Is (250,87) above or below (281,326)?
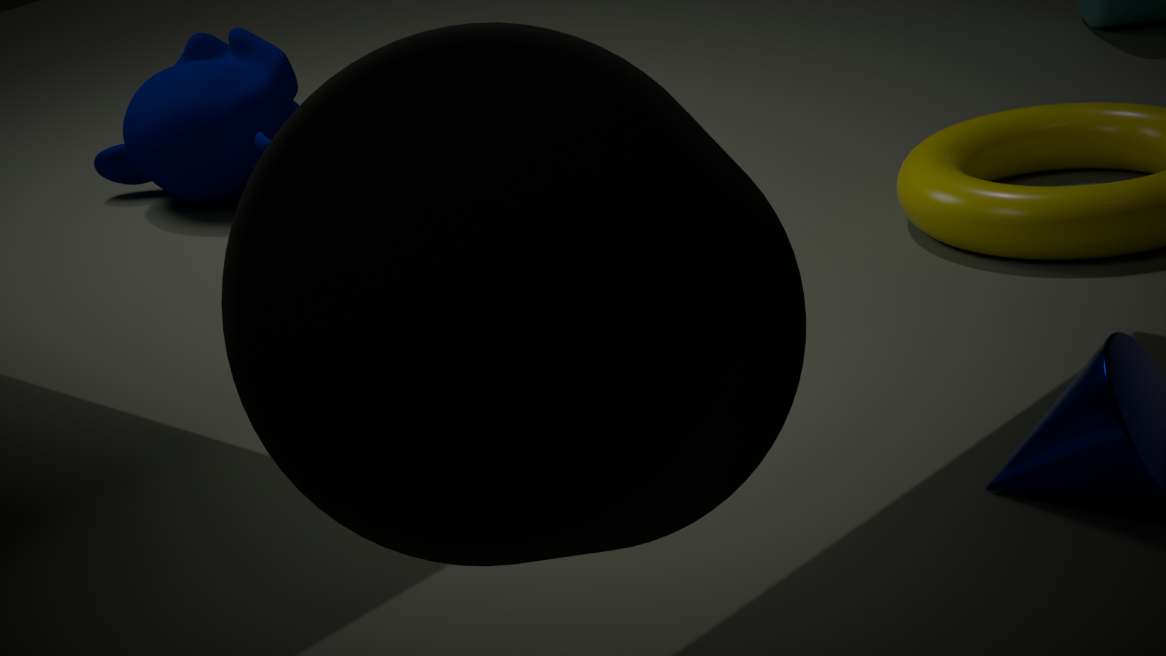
below
